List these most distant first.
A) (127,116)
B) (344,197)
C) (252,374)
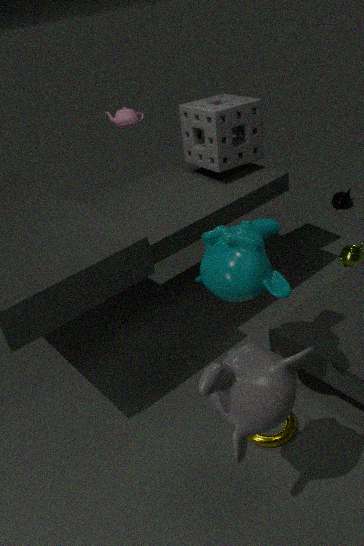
(344,197) < (127,116) < (252,374)
